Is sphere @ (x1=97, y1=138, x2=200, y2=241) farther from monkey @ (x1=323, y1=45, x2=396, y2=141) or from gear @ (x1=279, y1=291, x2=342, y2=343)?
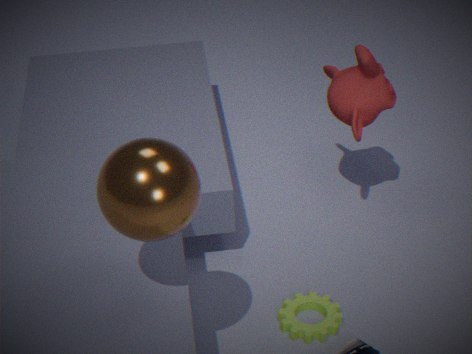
monkey @ (x1=323, y1=45, x2=396, y2=141)
